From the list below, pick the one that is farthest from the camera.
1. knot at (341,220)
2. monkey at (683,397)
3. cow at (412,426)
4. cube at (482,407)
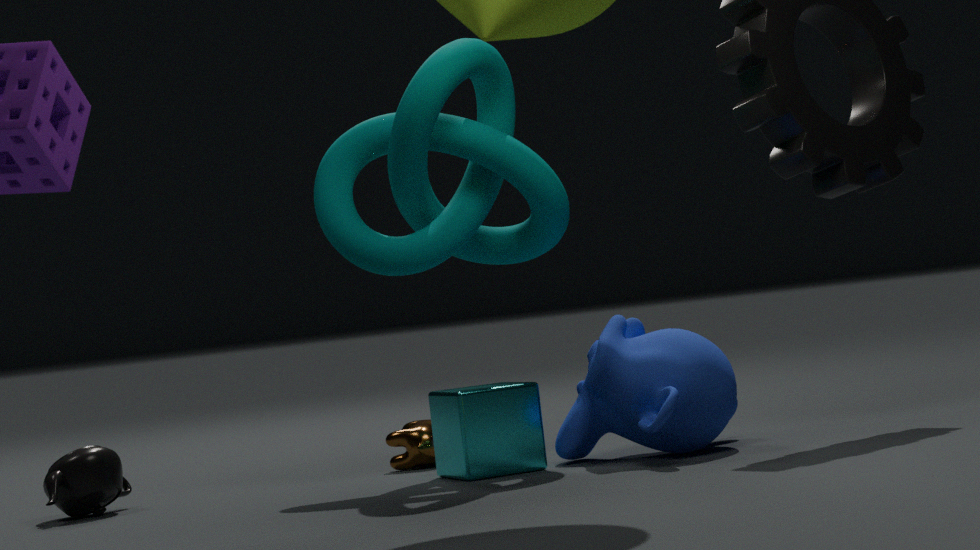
cow at (412,426)
